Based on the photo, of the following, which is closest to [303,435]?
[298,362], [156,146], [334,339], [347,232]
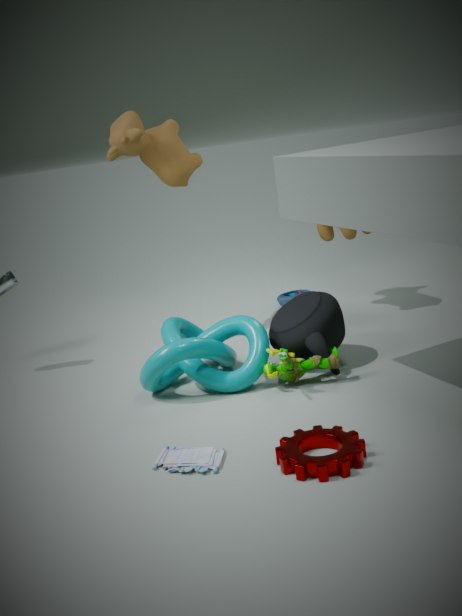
[298,362]
